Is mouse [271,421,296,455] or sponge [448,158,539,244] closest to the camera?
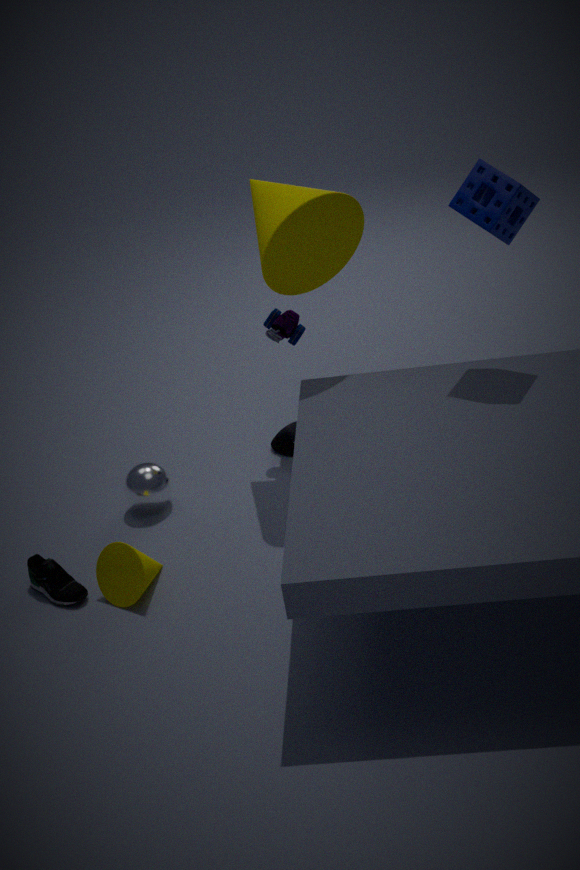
sponge [448,158,539,244]
